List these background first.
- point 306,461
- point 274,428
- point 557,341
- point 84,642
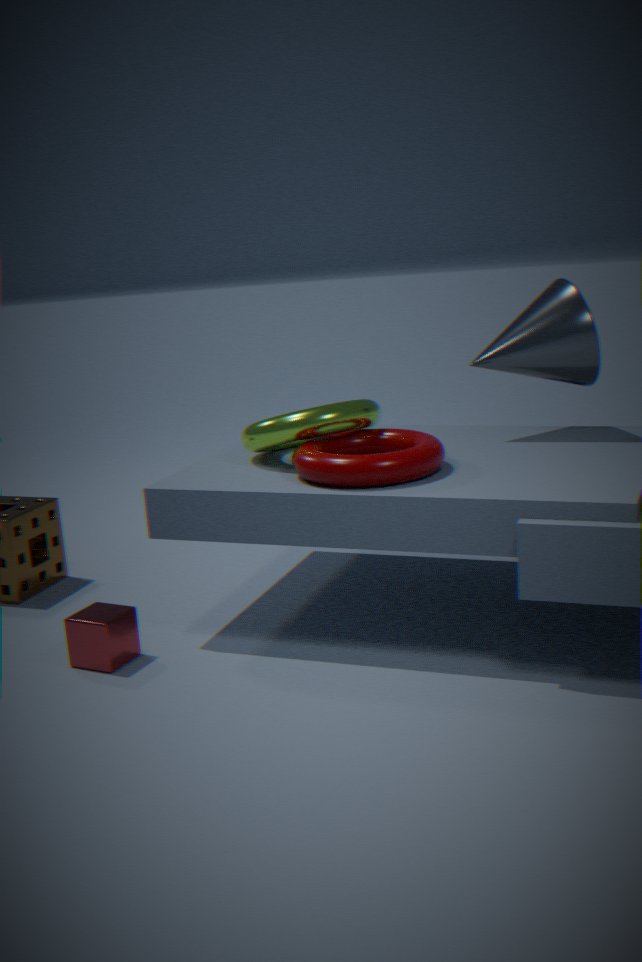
point 557,341 → point 274,428 → point 84,642 → point 306,461
